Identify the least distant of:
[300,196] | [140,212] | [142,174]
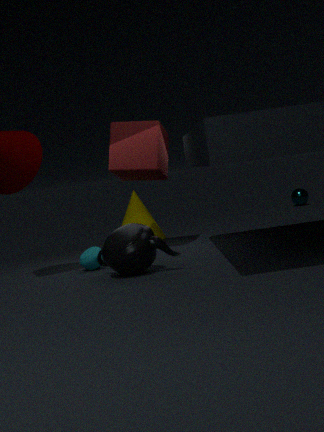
[142,174]
